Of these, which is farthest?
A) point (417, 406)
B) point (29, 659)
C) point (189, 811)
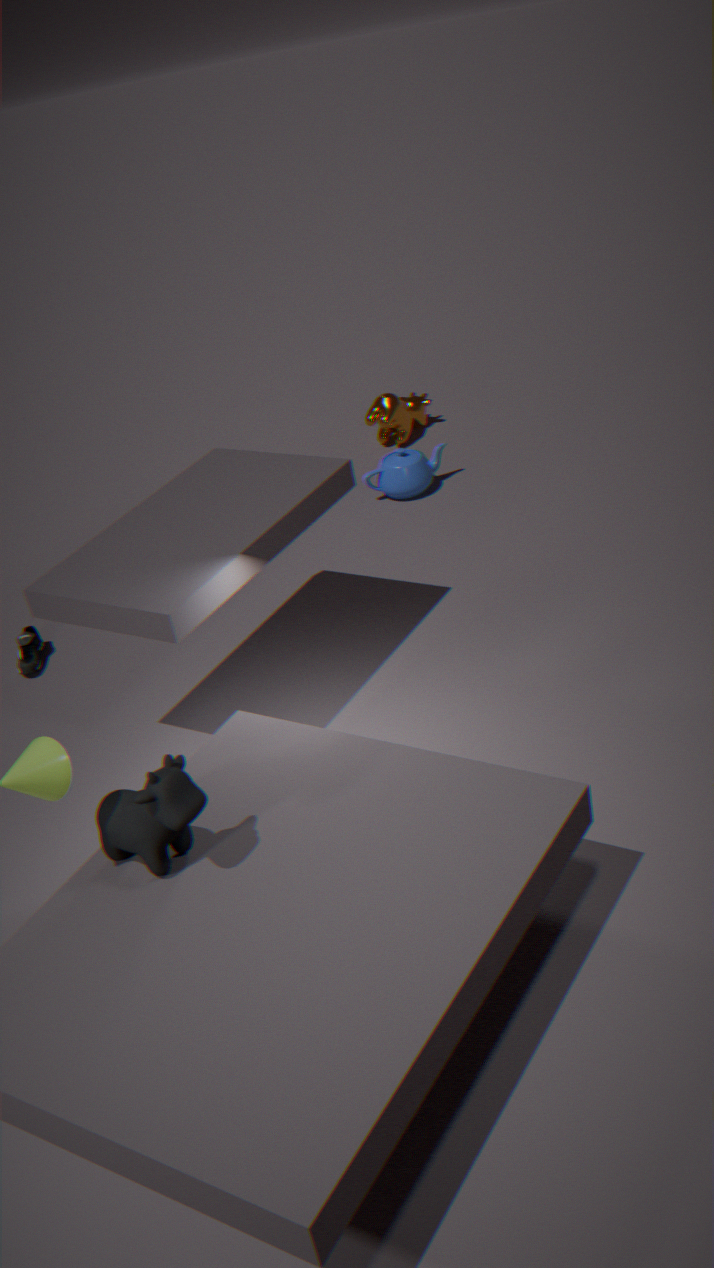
point (417, 406)
